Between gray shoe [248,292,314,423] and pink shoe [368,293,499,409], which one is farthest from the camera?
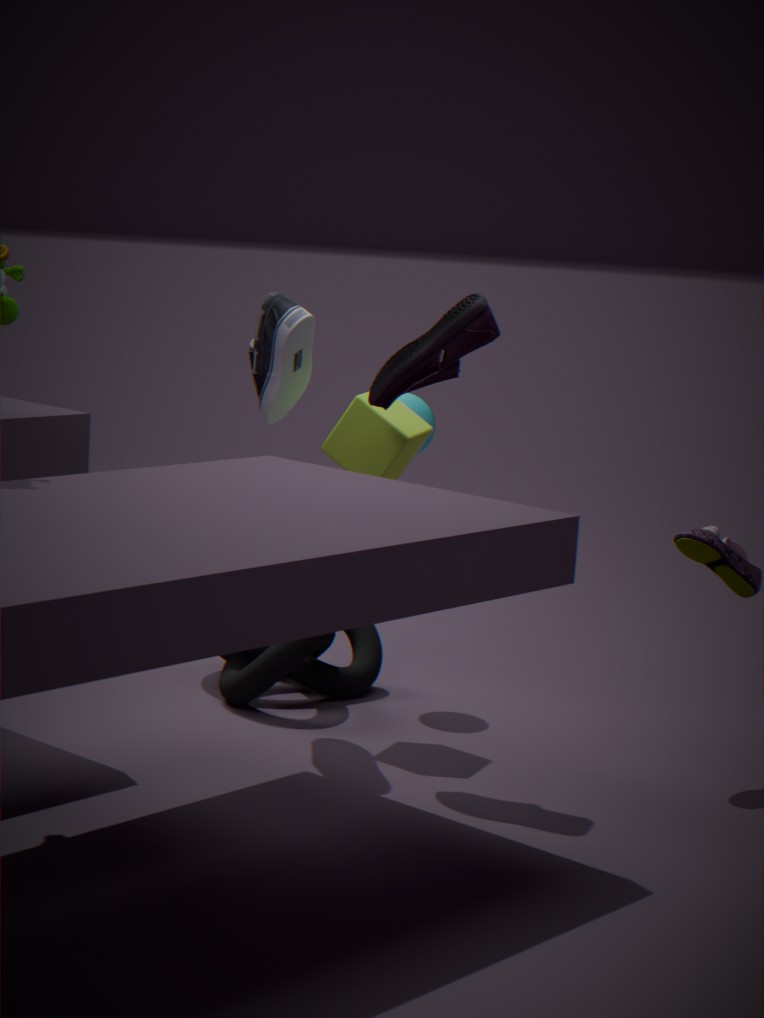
gray shoe [248,292,314,423]
